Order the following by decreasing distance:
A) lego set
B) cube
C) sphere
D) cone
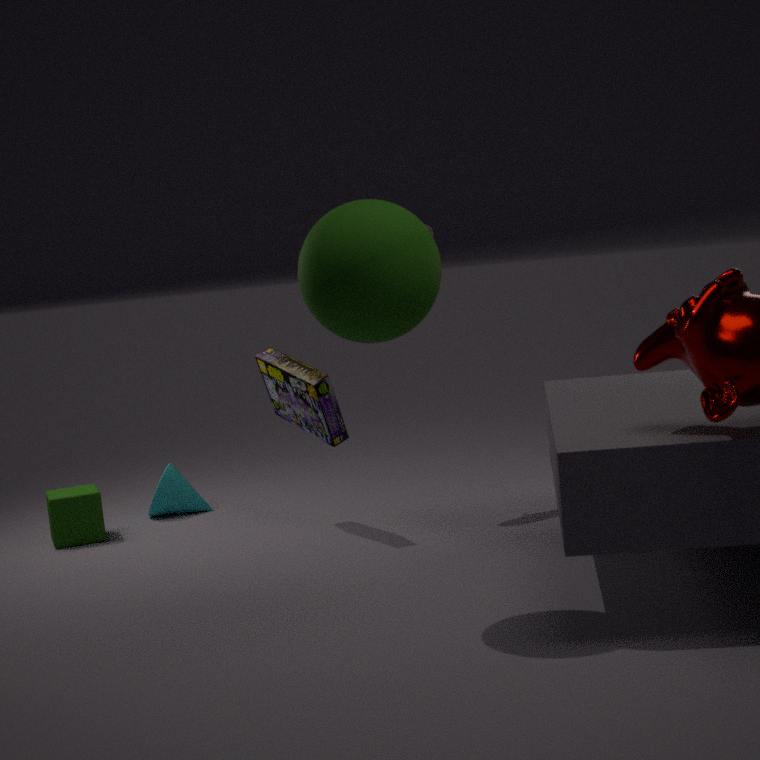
cone, cube, lego set, sphere
